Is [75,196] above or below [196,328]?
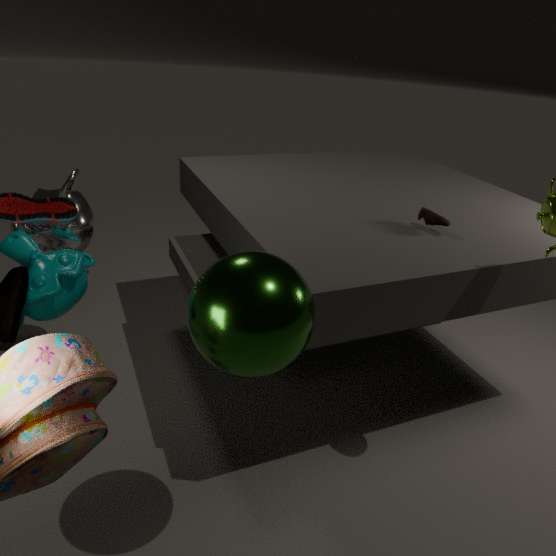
below
